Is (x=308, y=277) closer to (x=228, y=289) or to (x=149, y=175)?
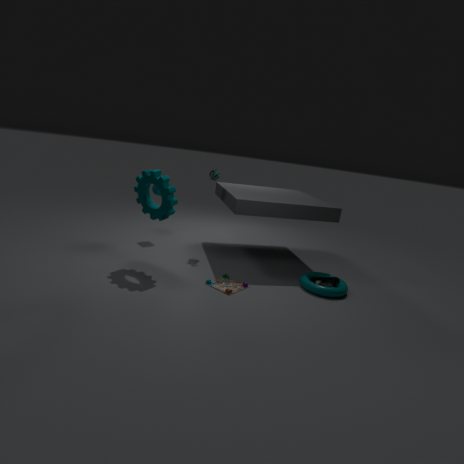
(x=228, y=289)
